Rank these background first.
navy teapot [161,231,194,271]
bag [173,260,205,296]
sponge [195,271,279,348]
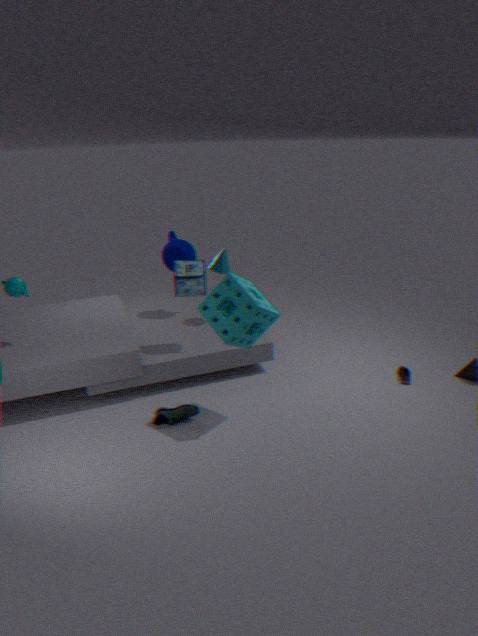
navy teapot [161,231,194,271] < bag [173,260,205,296] < sponge [195,271,279,348]
